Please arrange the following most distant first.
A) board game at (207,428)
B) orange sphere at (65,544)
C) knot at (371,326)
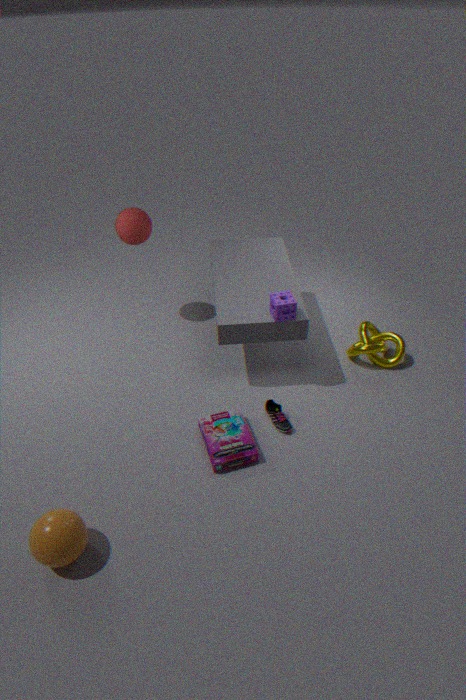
knot at (371,326), board game at (207,428), orange sphere at (65,544)
